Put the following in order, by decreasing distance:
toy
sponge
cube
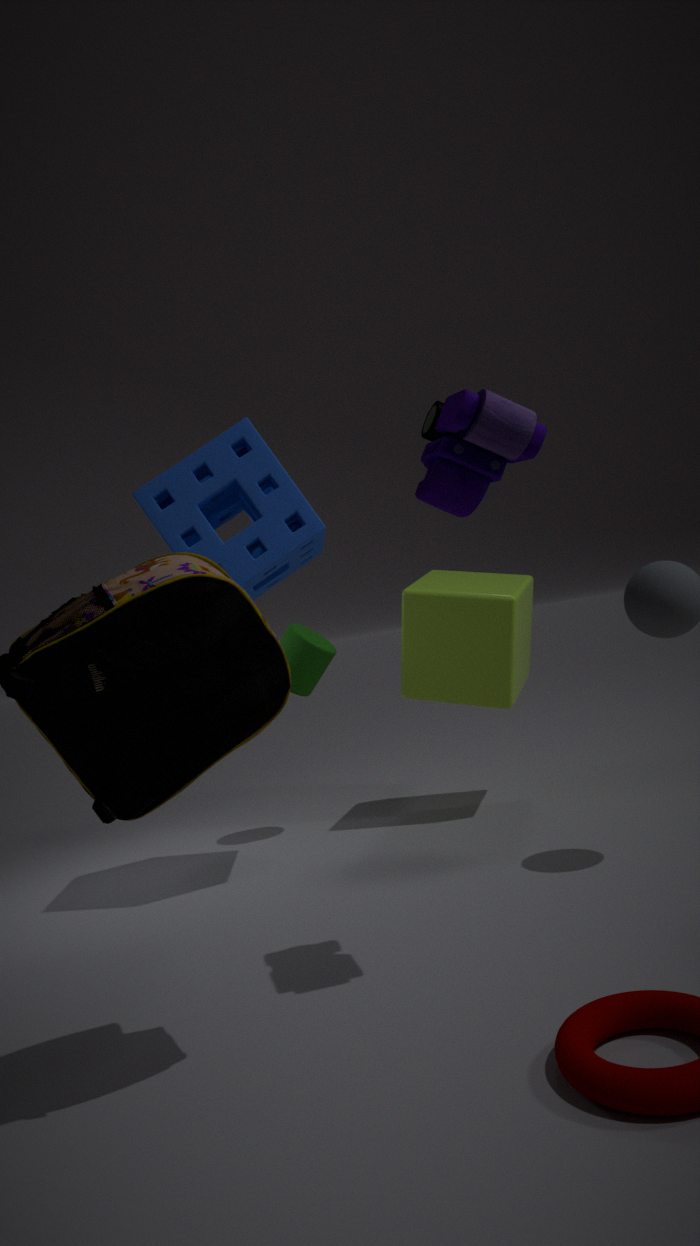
cube, sponge, toy
